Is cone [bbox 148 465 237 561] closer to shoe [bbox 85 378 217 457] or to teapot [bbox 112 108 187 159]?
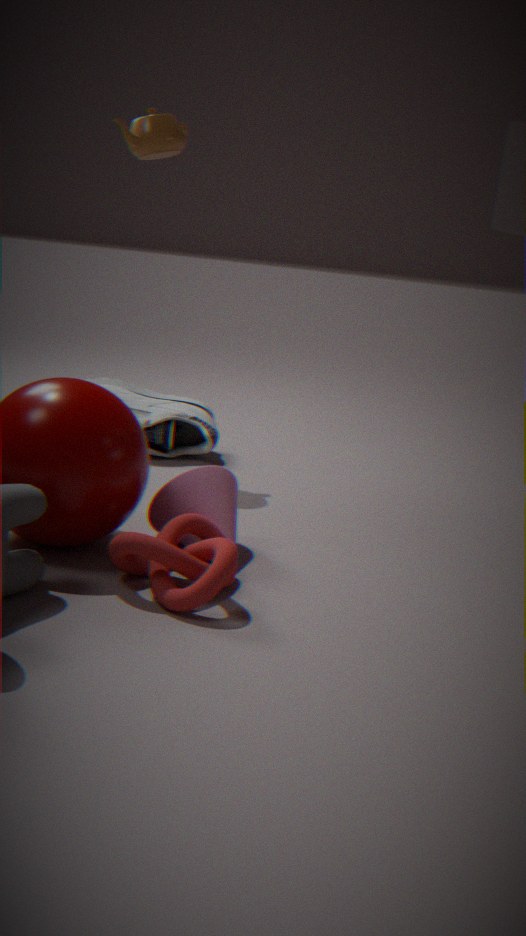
shoe [bbox 85 378 217 457]
